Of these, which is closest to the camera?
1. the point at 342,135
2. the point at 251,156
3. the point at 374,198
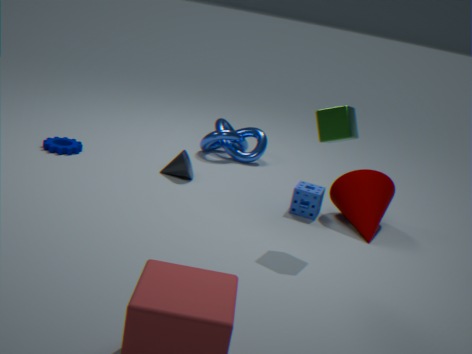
the point at 342,135
